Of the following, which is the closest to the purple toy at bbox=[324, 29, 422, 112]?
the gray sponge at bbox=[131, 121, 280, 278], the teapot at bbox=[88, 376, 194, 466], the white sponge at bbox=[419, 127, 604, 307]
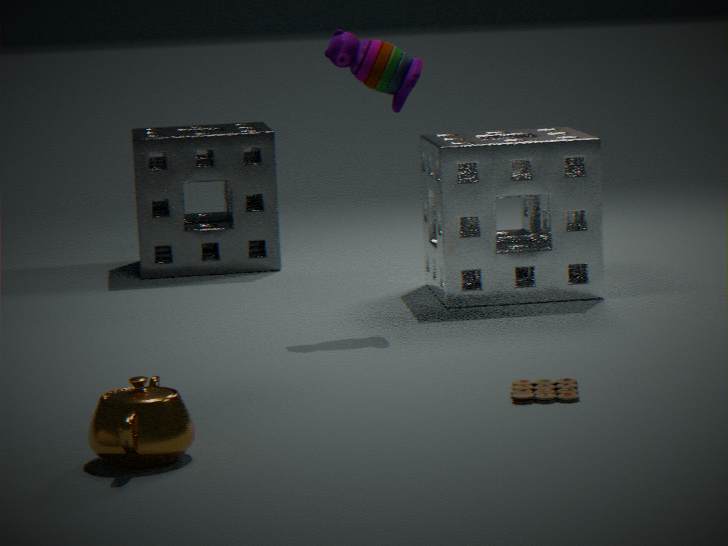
the white sponge at bbox=[419, 127, 604, 307]
